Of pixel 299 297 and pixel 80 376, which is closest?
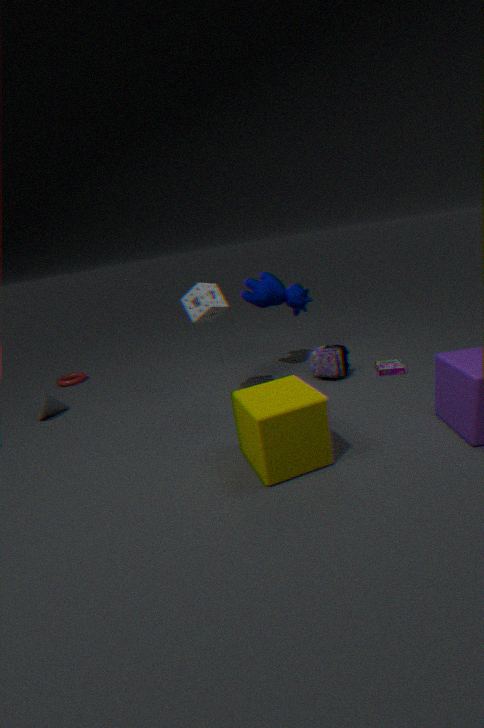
pixel 299 297
